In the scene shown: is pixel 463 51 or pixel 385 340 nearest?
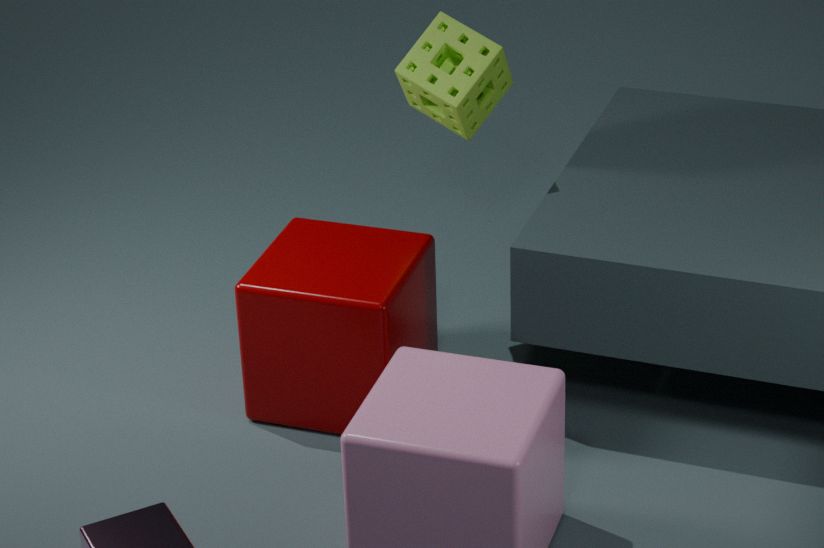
pixel 385 340
